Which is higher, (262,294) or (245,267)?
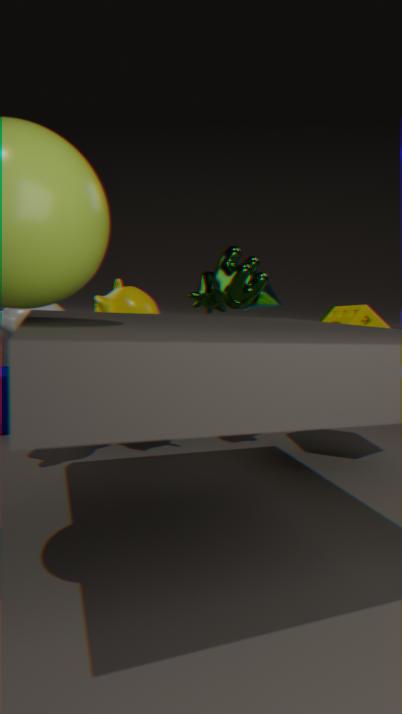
(245,267)
